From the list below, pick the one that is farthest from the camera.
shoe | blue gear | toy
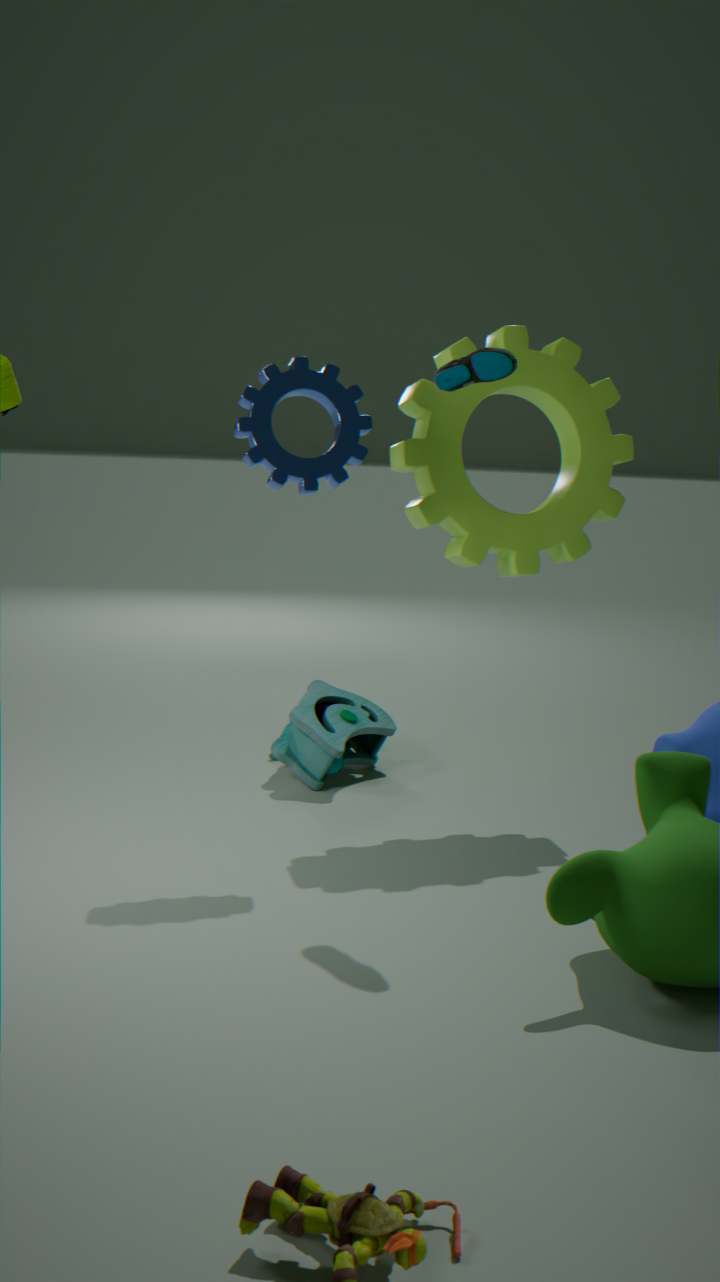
toy
